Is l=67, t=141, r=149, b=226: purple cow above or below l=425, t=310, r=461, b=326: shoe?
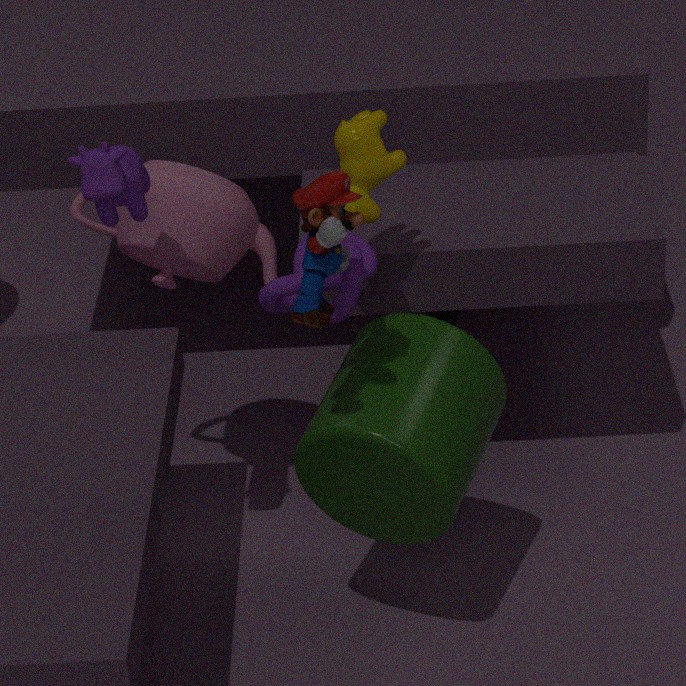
above
